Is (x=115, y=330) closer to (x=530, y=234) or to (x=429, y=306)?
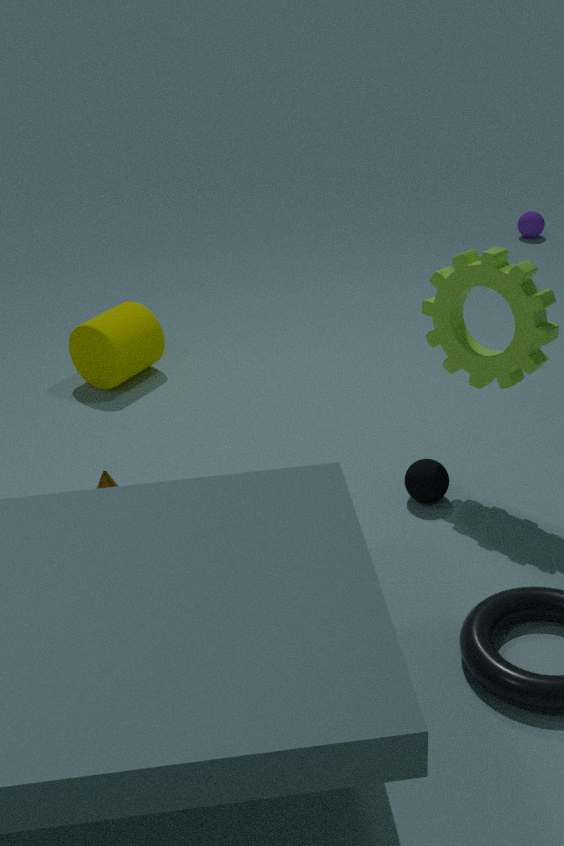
(x=429, y=306)
